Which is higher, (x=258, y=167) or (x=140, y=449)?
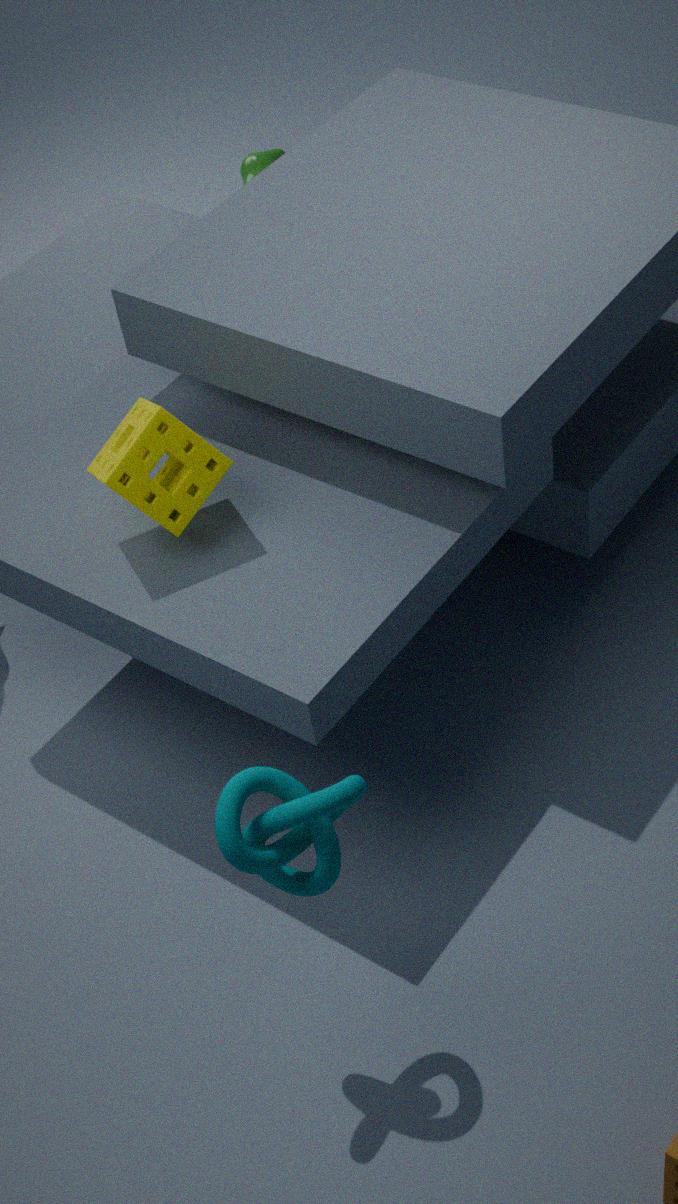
(x=140, y=449)
